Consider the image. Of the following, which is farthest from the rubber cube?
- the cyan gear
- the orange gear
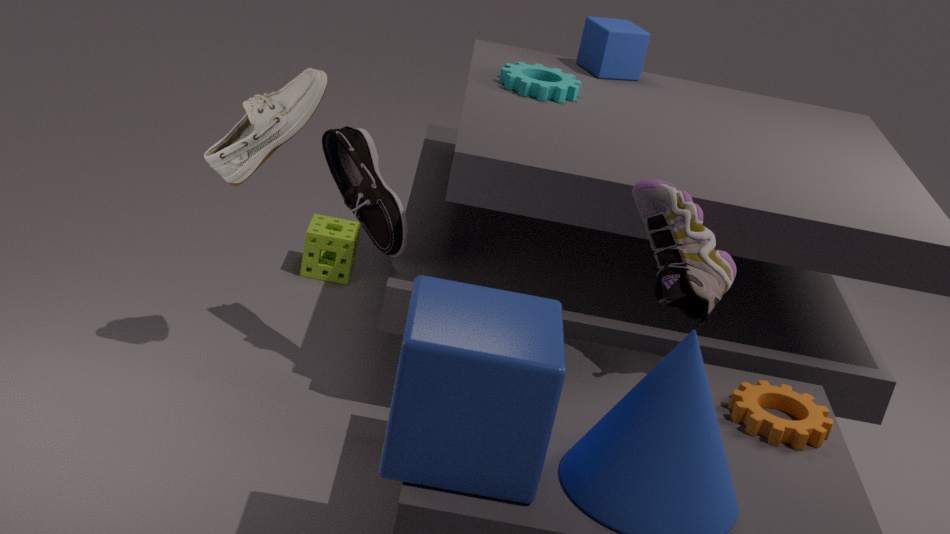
the orange gear
